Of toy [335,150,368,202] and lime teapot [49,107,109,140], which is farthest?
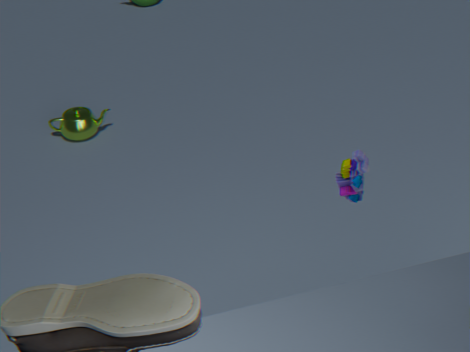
lime teapot [49,107,109,140]
